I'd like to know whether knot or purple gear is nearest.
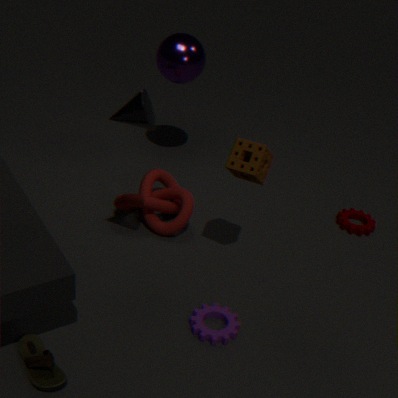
purple gear
